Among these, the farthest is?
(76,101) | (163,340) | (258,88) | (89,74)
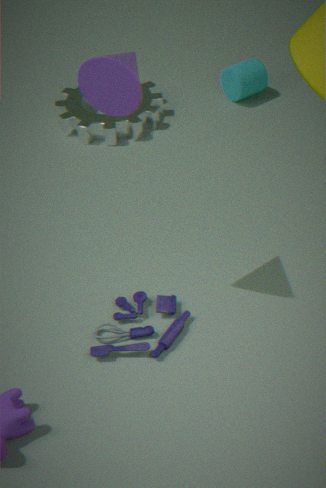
(258,88)
